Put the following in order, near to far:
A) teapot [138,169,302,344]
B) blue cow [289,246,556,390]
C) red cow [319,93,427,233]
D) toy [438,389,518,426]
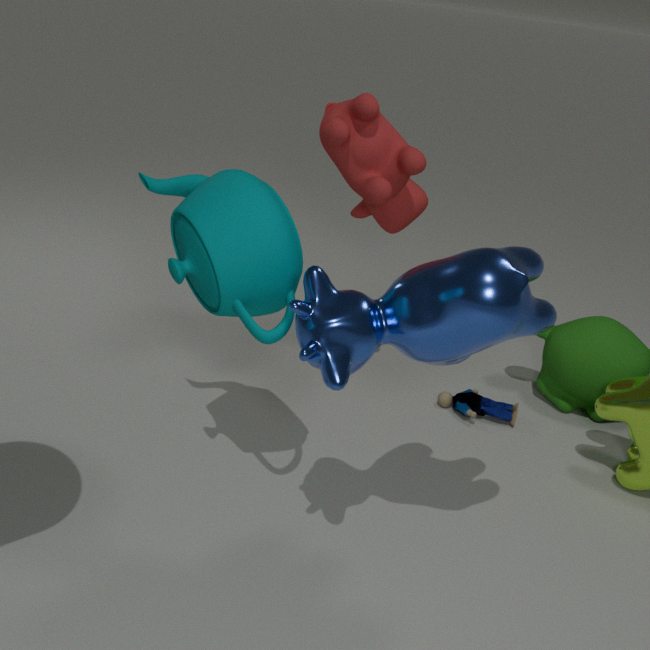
blue cow [289,246,556,390] → teapot [138,169,302,344] → red cow [319,93,427,233] → toy [438,389,518,426]
